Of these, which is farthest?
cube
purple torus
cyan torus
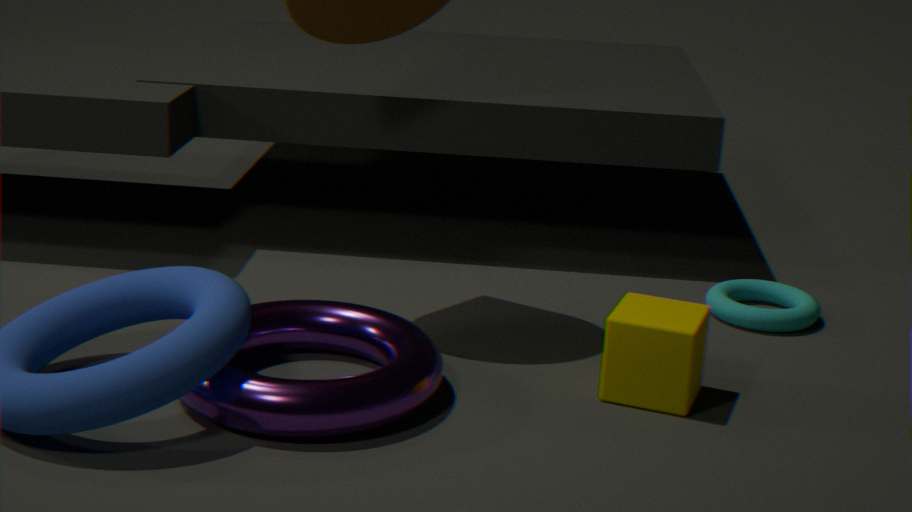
cyan torus
